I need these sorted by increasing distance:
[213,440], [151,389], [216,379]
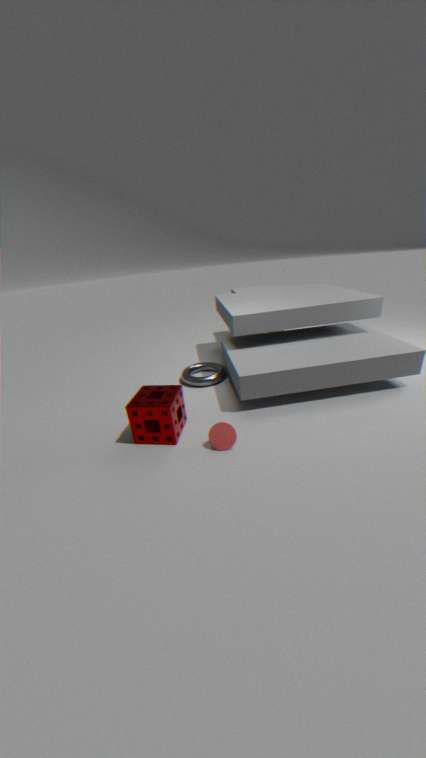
[213,440] < [151,389] < [216,379]
